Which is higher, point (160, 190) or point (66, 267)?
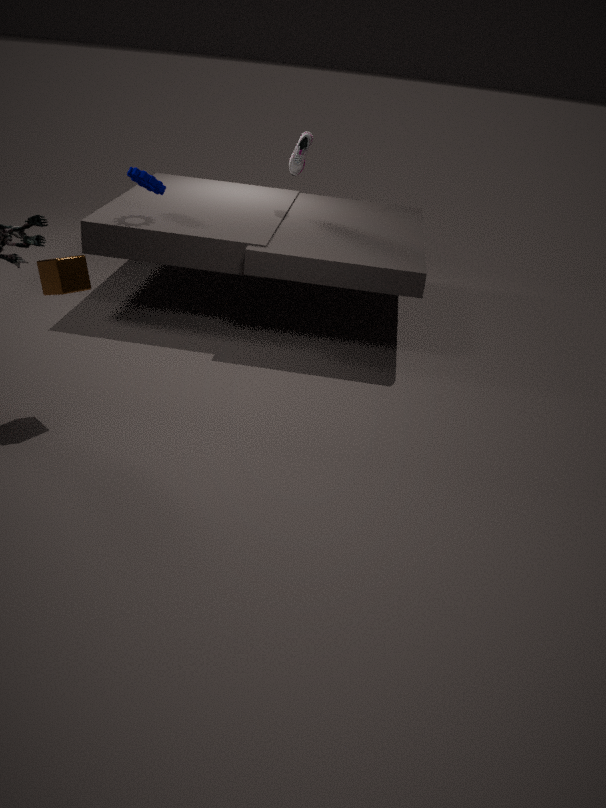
point (160, 190)
